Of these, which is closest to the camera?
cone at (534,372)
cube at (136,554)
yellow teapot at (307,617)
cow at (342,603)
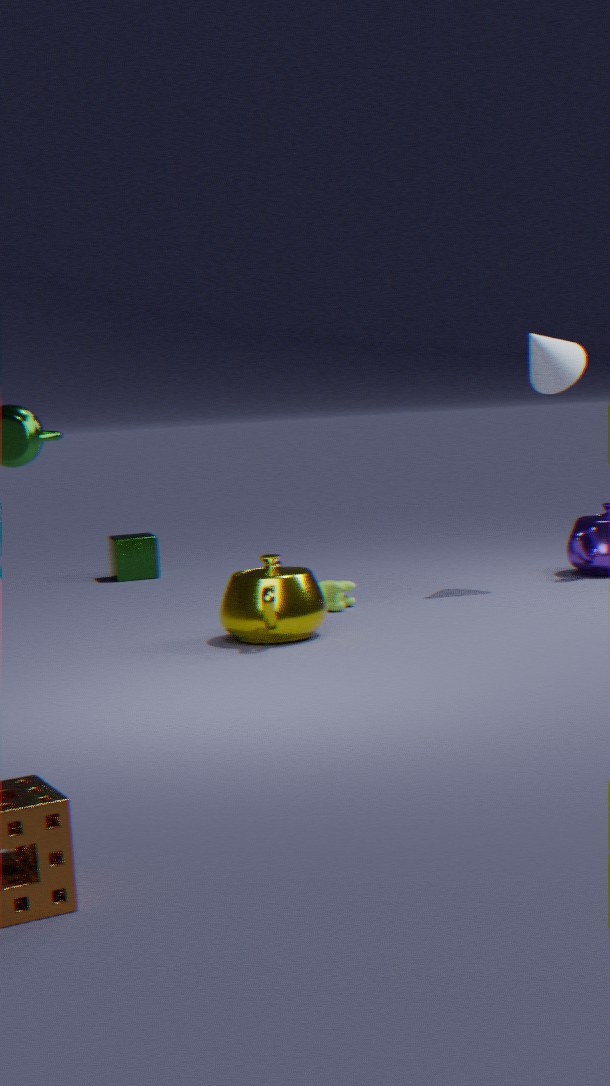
yellow teapot at (307,617)
